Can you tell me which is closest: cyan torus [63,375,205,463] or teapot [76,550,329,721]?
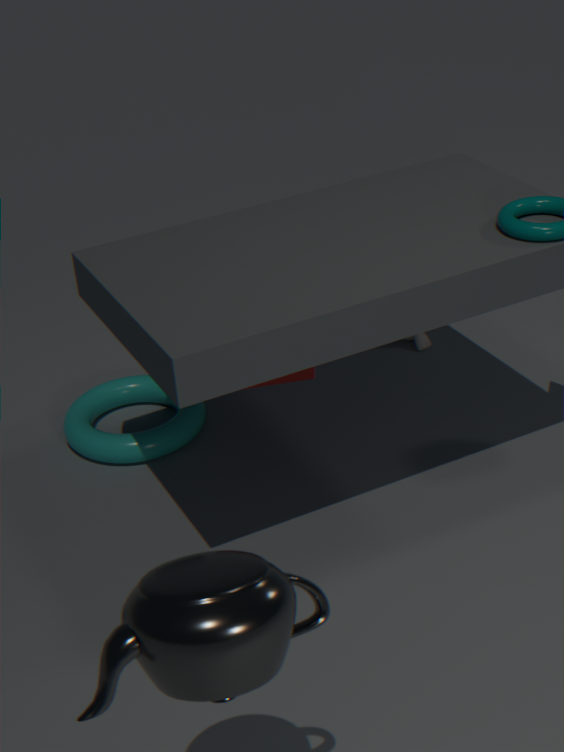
teapot [76,550,329,721]
